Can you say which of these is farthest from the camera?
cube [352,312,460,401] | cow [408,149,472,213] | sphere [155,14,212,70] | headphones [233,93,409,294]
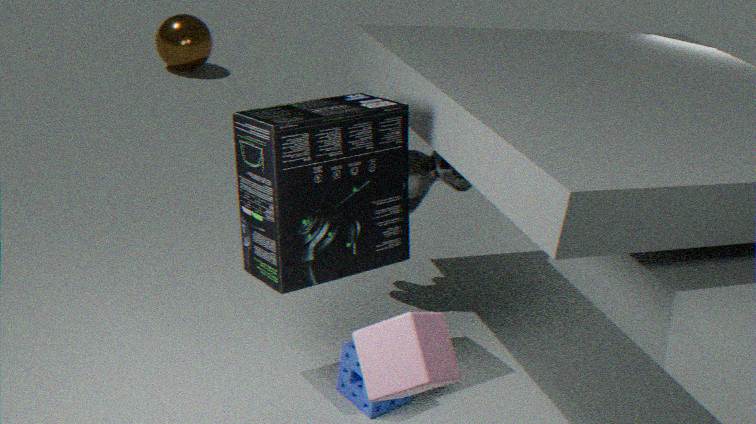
sphere [155,14,212,70]
